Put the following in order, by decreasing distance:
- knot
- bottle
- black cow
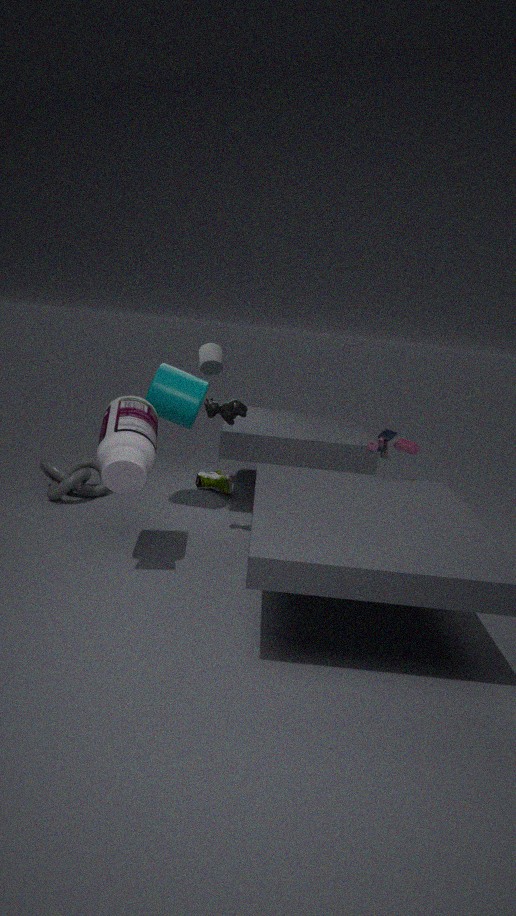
knot
black cow
bottle
